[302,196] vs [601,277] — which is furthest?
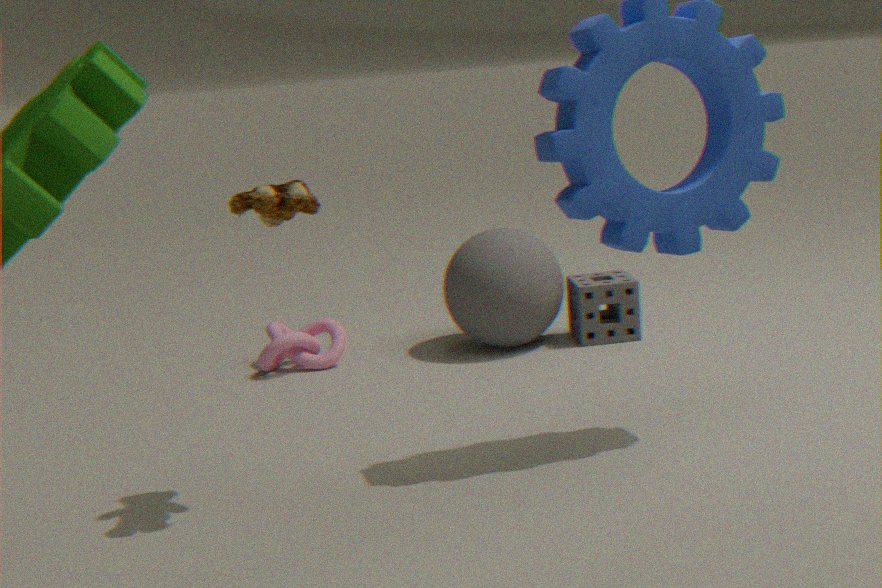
[601,277]
